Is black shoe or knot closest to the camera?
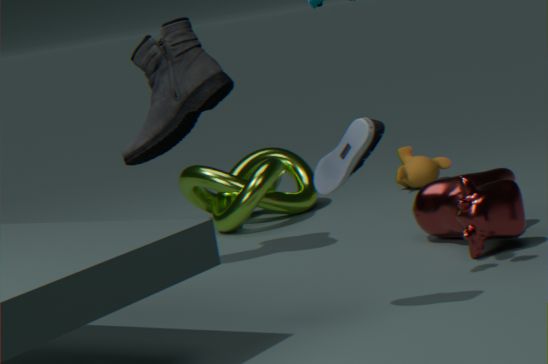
black shoe
